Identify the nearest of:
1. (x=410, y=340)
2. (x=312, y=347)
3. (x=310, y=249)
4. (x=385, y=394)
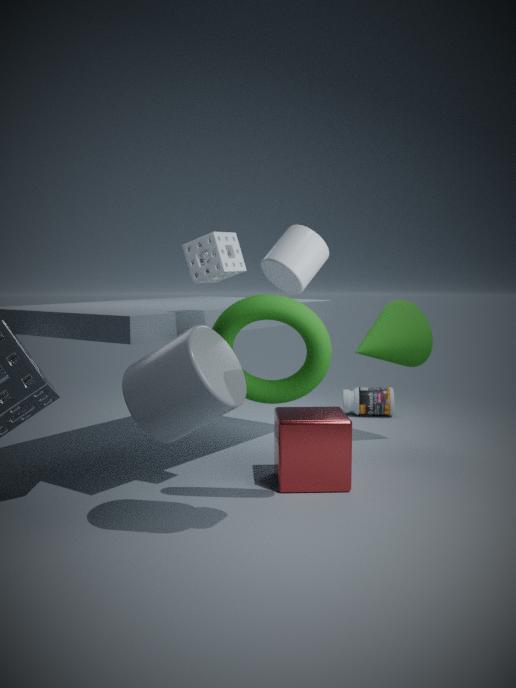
(x=310, y=249)
